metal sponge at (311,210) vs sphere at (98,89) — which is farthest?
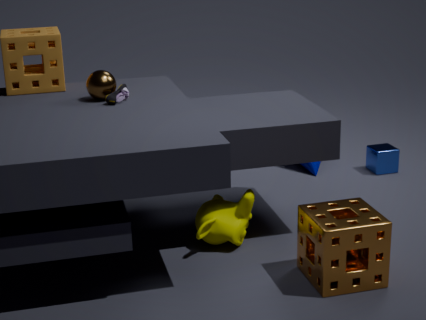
sphere at (98,89)
